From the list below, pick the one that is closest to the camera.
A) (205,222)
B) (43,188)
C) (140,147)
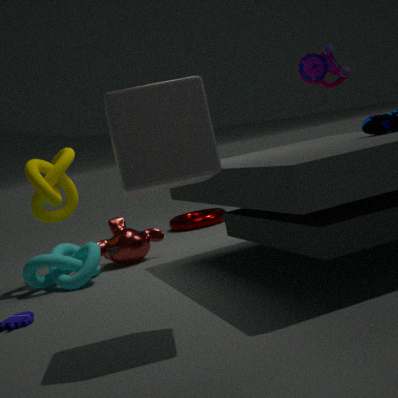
(140,147)
